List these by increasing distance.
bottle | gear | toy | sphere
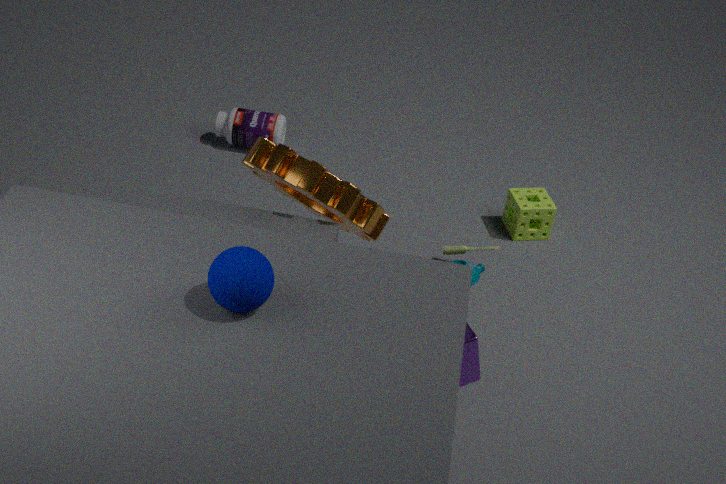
sphere
gear
toy
bottle
